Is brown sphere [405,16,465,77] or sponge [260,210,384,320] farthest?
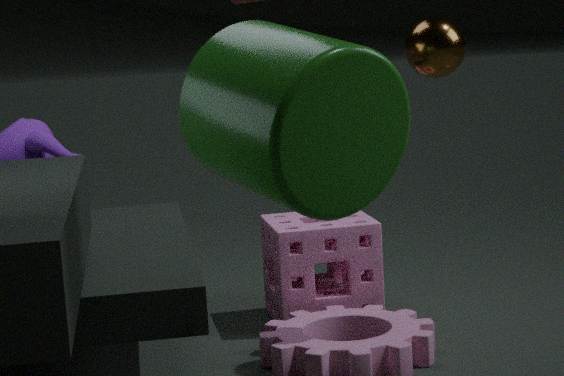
sponge [260,210,384,320]
